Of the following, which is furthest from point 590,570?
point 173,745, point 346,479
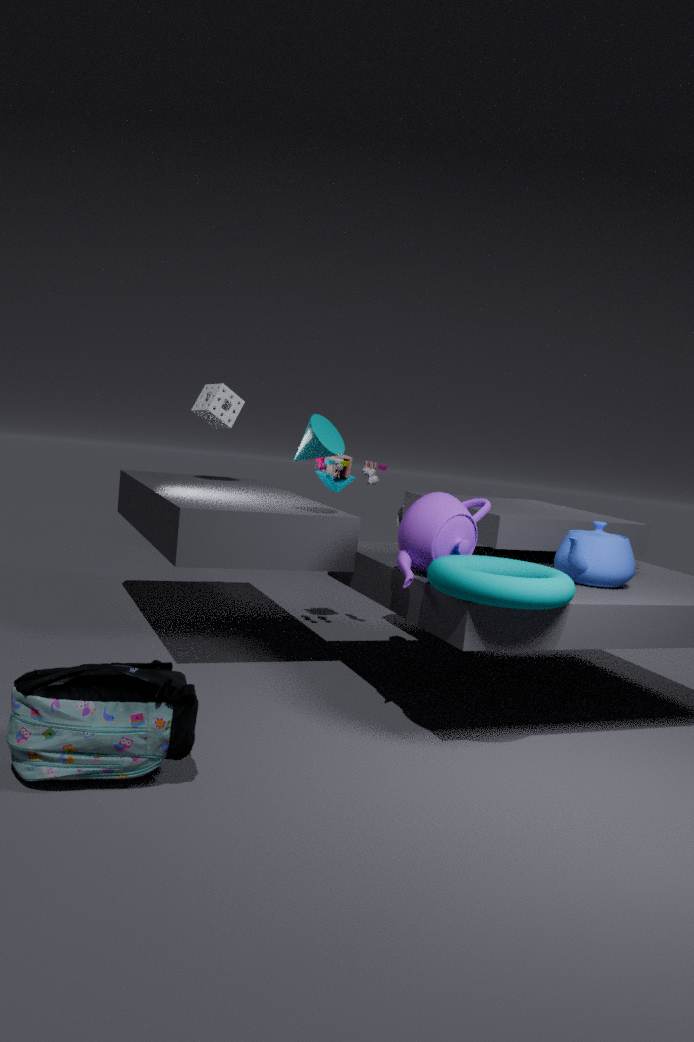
point 173,745
